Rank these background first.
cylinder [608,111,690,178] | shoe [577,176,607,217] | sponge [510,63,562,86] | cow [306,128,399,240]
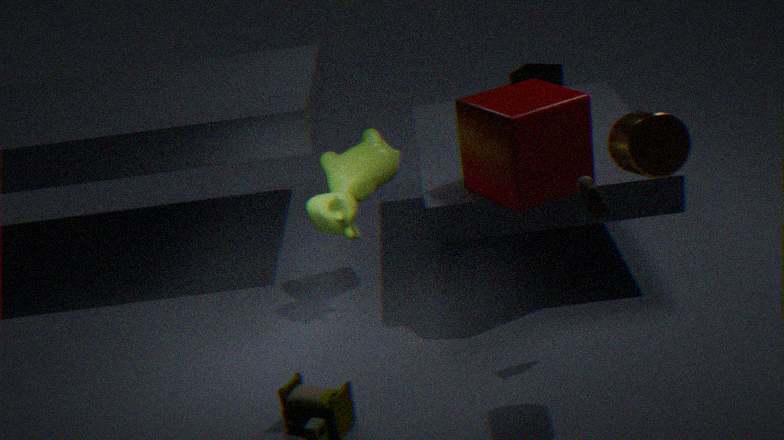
1. sponge [510,63,562,86]
2. cow [306,128,399,240]
3. shoe [577,176,607,217]
4. cylinder [608,111,690,178]
